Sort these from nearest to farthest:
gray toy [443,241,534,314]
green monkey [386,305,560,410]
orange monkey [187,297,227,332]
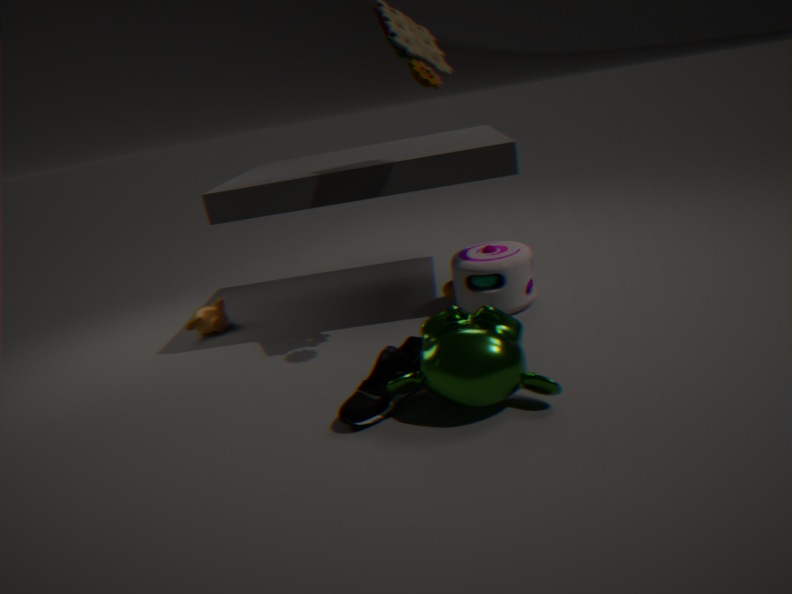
1. green monkey [386,305,560,410]
2. gray toy [443,241,534,314]
3. orange monkey [187,297,227,332]
